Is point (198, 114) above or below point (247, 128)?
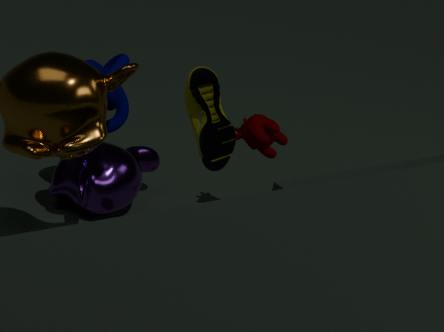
above
